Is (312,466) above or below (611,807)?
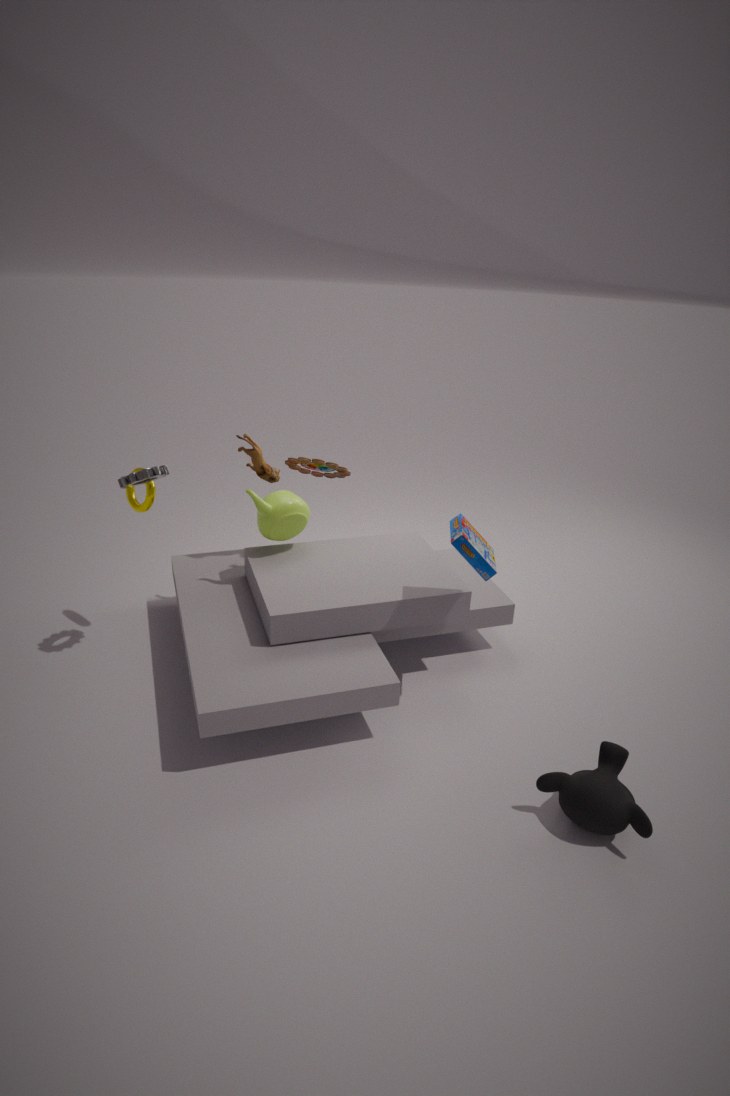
above
